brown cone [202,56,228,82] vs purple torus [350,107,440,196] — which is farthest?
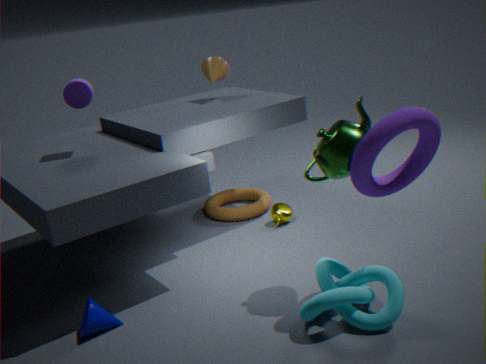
brown cone [202,56,228,82]
